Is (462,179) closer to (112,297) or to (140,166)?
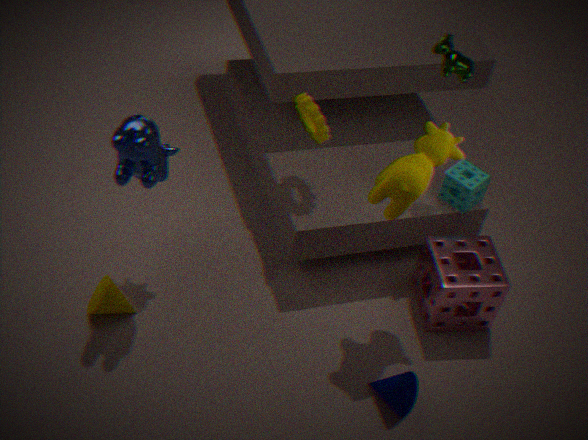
(140,166)
